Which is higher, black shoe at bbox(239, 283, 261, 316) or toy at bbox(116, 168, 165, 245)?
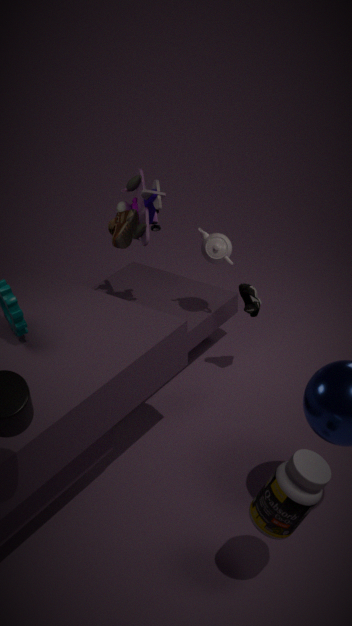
toy at bbox(116, 168, 165, 245)
